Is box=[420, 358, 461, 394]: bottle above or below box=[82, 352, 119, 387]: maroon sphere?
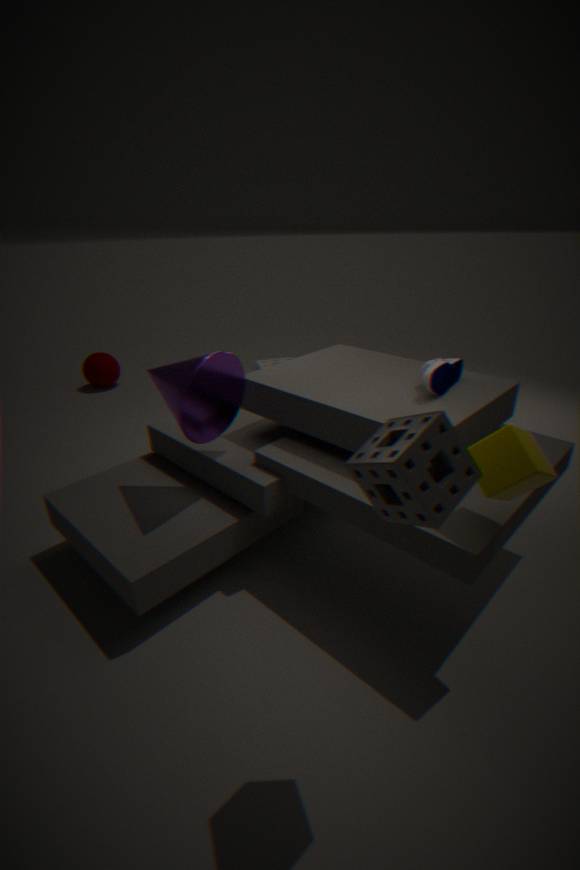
above
